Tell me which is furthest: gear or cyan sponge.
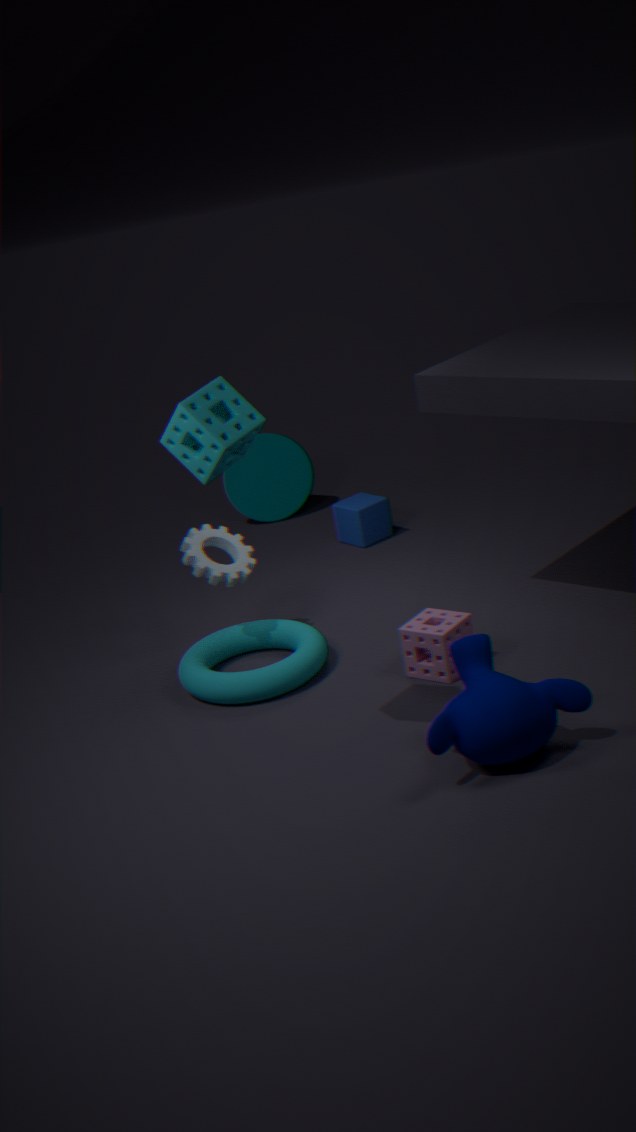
gear
